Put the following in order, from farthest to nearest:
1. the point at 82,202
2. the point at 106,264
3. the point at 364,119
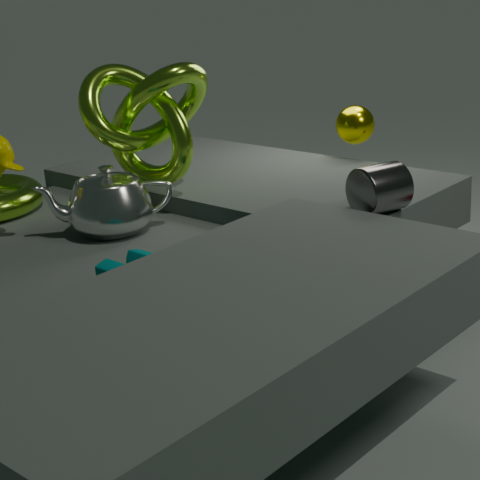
the point at 364,119
the point at 82,202
the point at 106,264
